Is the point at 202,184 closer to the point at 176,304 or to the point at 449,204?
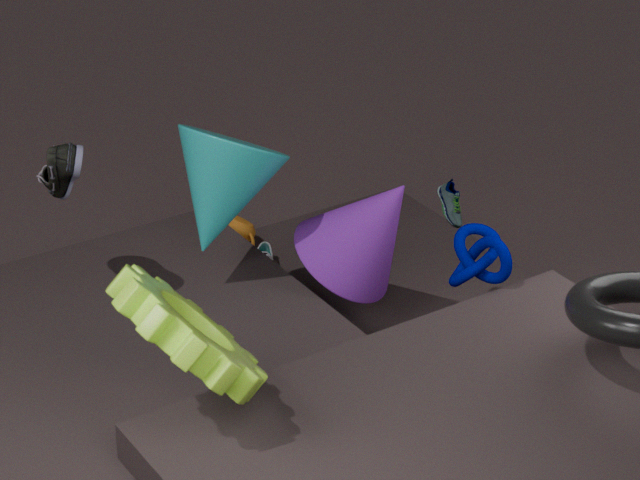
the point at 449,204
